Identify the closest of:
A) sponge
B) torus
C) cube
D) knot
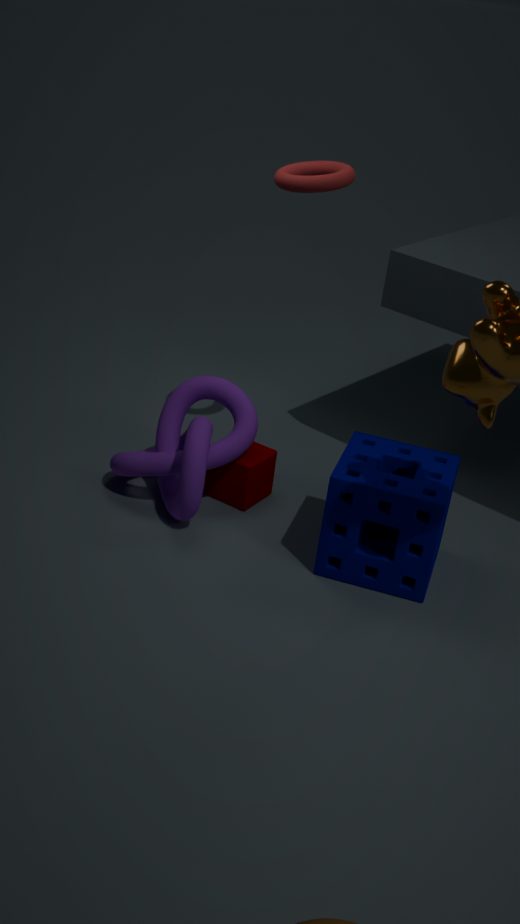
sponge
